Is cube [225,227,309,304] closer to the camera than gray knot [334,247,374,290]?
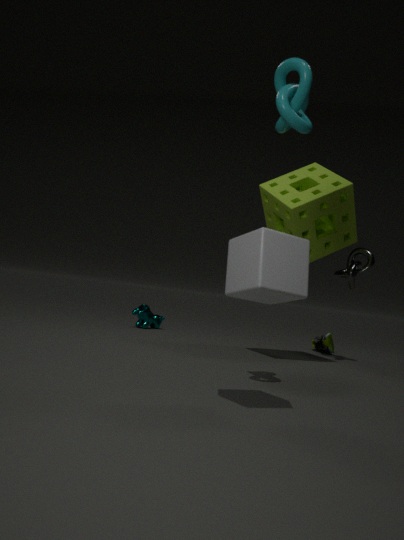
Yes
